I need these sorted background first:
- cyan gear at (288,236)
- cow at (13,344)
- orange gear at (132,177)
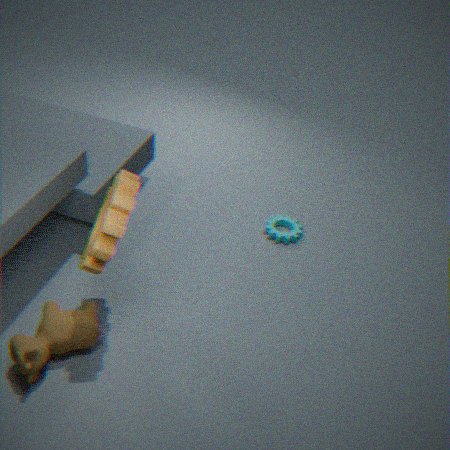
cyan gear at (288,236)
cow at (13,344)
orange gear at (132,177)
